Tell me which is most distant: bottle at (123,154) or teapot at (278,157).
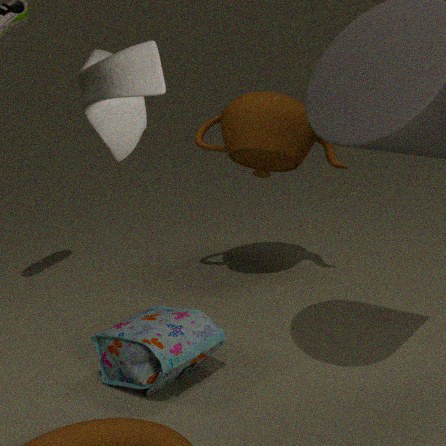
teapot at (278,157)
